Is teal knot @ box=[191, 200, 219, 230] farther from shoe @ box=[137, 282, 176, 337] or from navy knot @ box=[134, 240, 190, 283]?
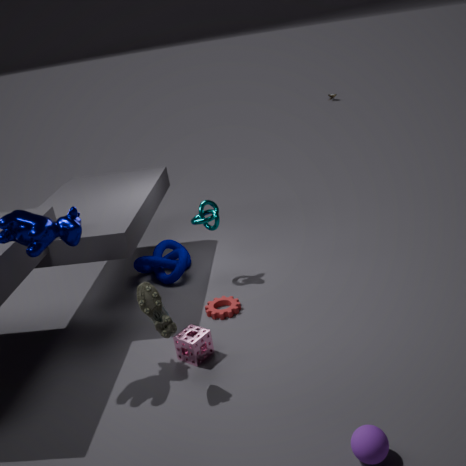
shoe @ box=[137, 282, 176, 337]
